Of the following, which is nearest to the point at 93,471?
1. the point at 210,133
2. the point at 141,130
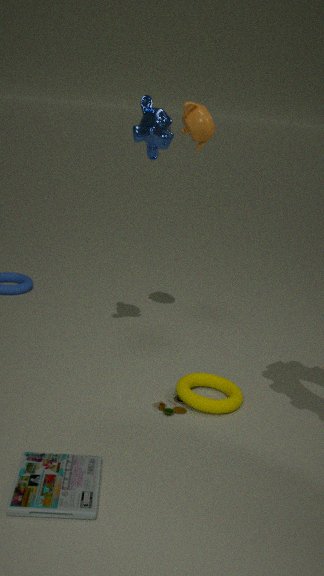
the point at 141,130
